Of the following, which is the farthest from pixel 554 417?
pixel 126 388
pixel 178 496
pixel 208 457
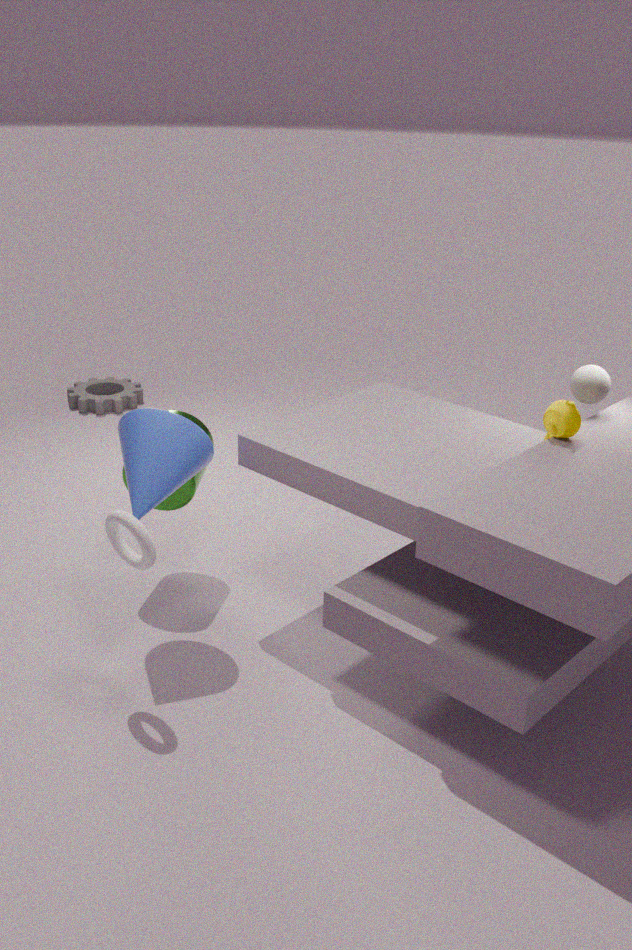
pixel 126 388
